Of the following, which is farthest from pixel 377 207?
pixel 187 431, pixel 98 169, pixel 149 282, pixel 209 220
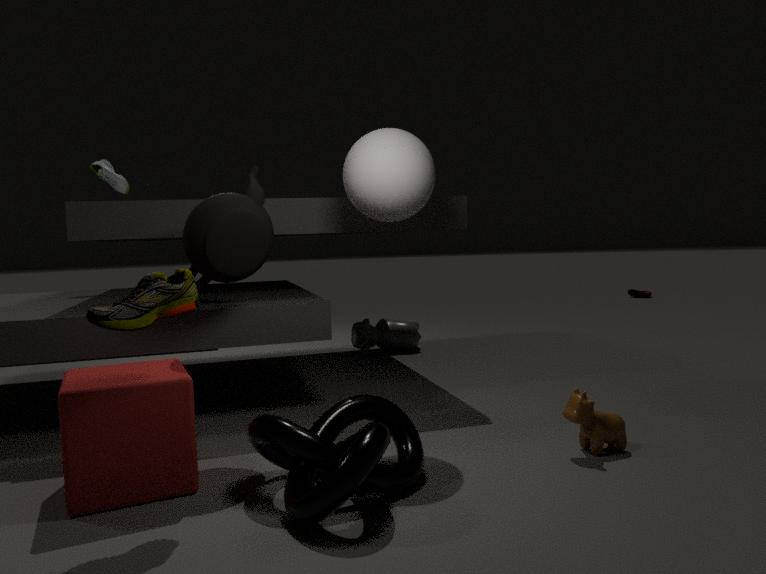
pixel 98 169
